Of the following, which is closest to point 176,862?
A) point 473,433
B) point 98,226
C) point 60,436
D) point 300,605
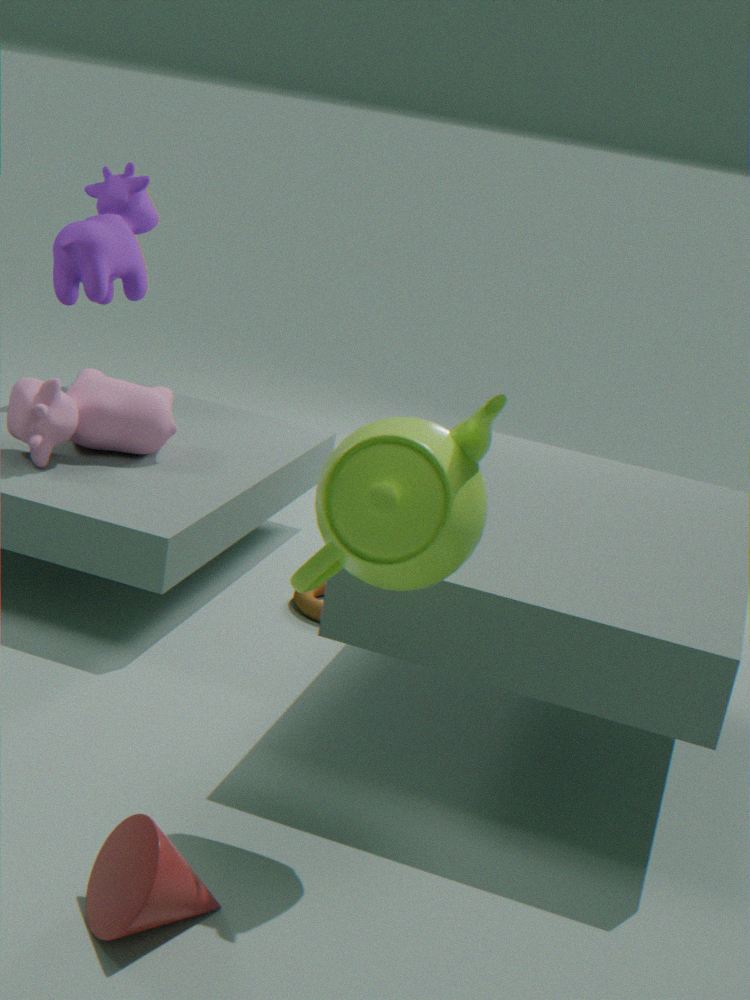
point 473,433
